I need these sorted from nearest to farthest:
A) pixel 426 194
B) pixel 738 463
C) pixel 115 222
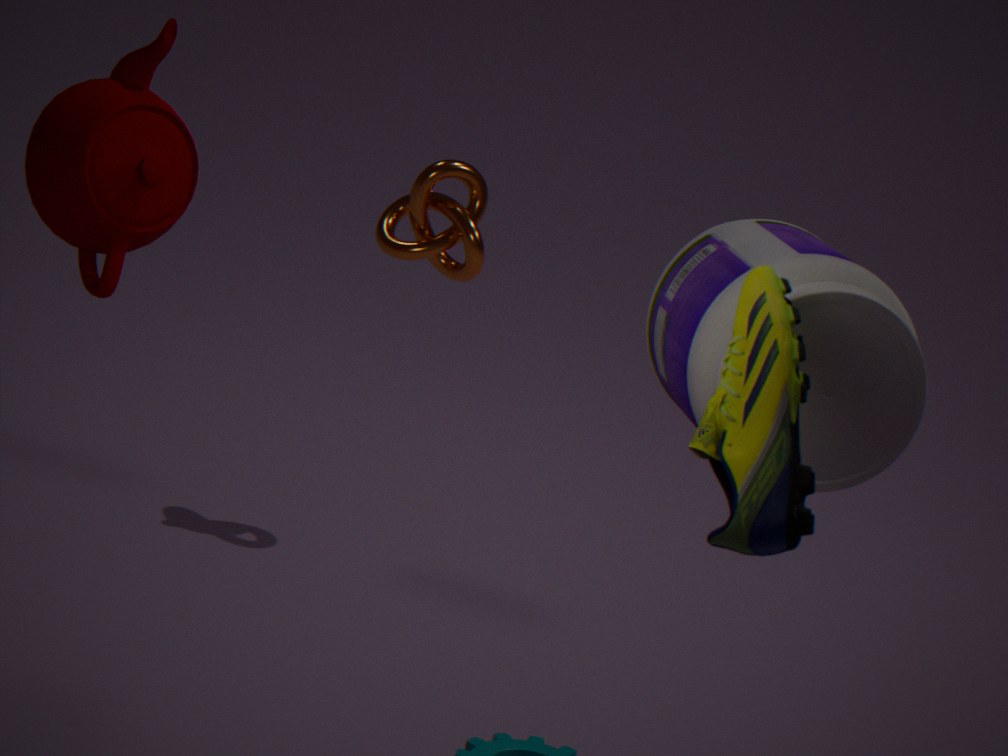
B. pixel 738 463 → C. pixel 115 222 → A. pixel 426 194
